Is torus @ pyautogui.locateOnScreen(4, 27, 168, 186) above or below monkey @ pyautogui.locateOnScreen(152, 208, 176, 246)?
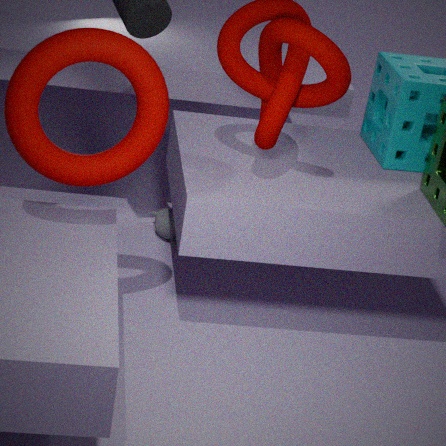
above
